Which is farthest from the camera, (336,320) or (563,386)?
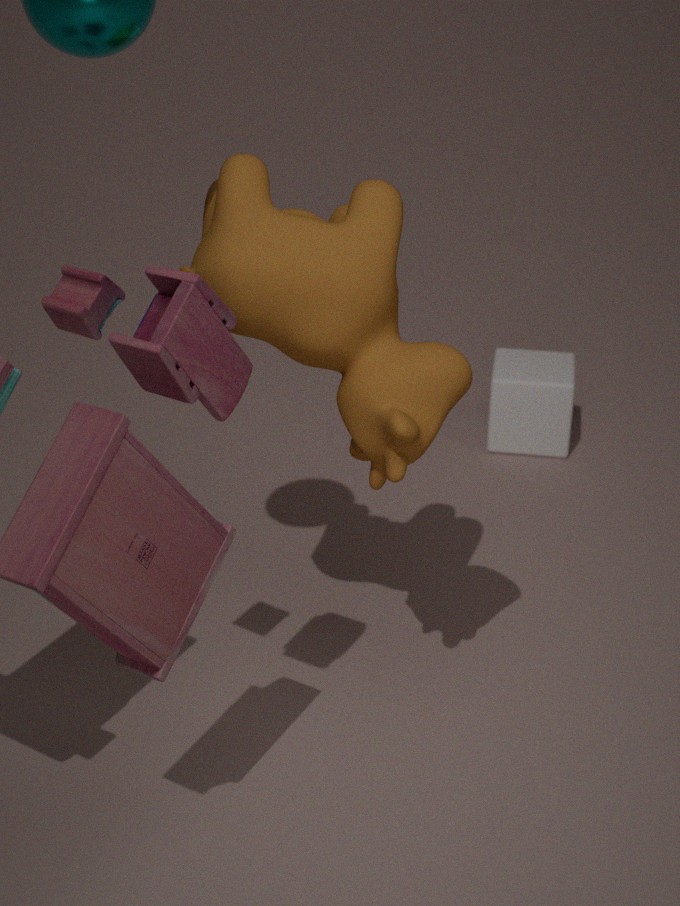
(563,386)
